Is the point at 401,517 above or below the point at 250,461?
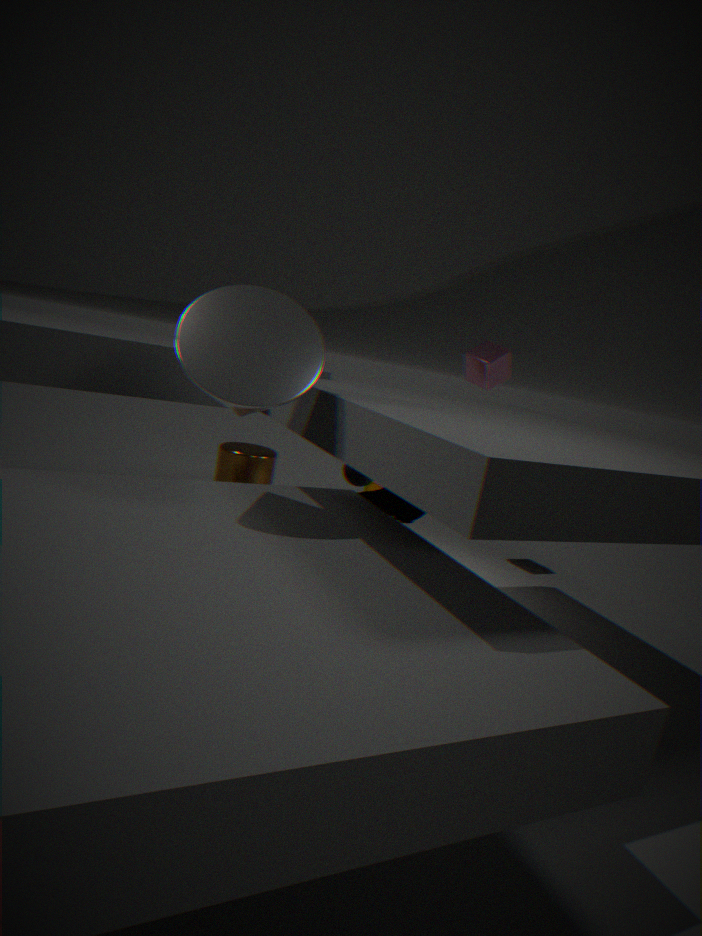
above
